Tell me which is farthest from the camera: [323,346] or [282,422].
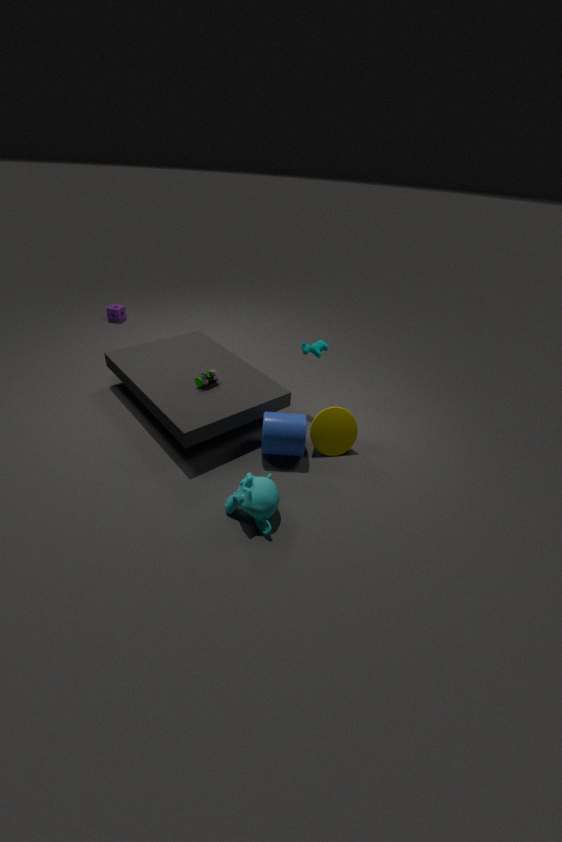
[323,346]
